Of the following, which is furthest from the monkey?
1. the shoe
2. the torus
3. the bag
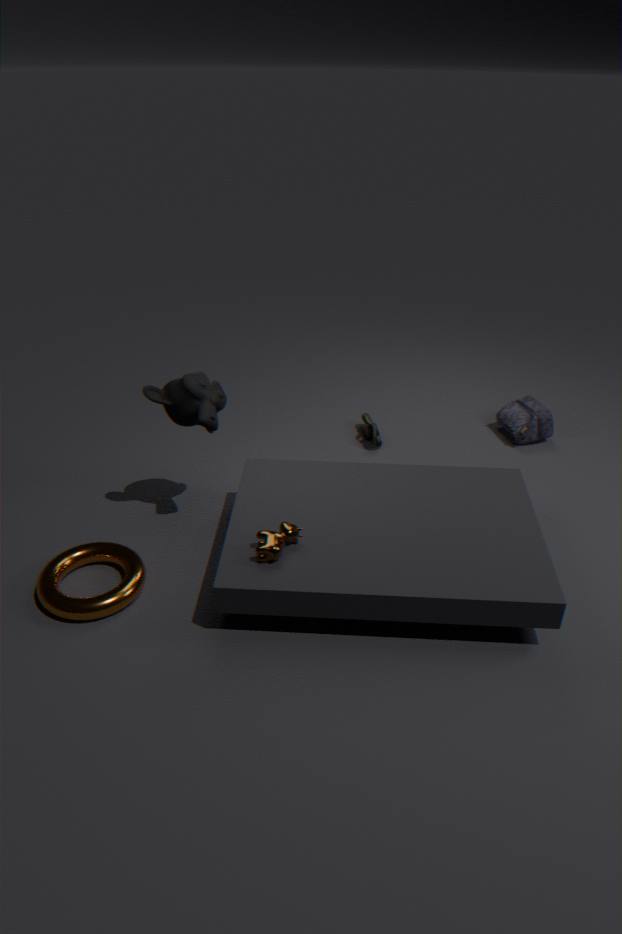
the bag
